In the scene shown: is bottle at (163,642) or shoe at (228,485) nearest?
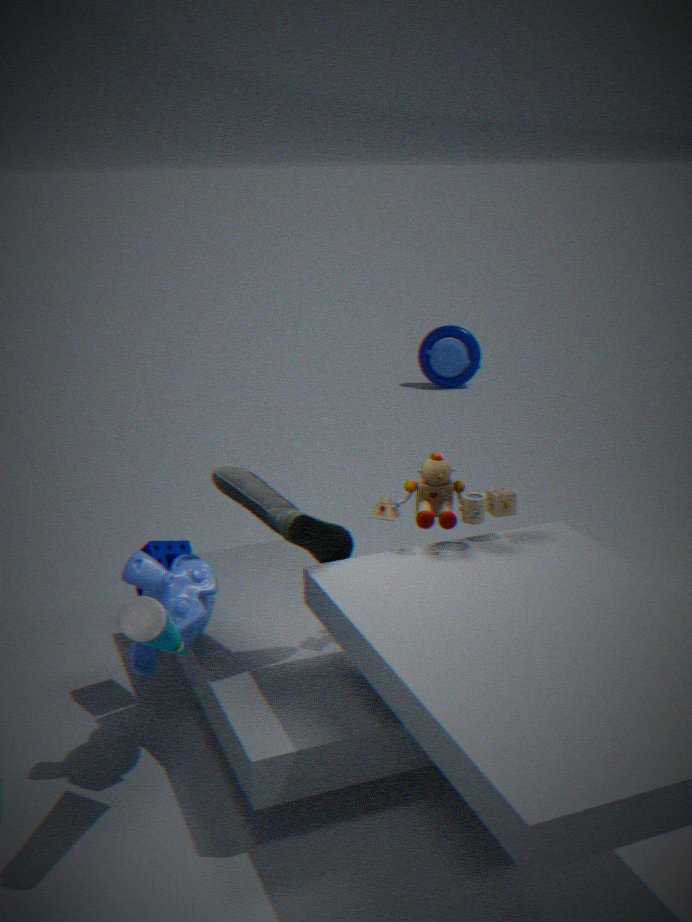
bottle at (163,642)
